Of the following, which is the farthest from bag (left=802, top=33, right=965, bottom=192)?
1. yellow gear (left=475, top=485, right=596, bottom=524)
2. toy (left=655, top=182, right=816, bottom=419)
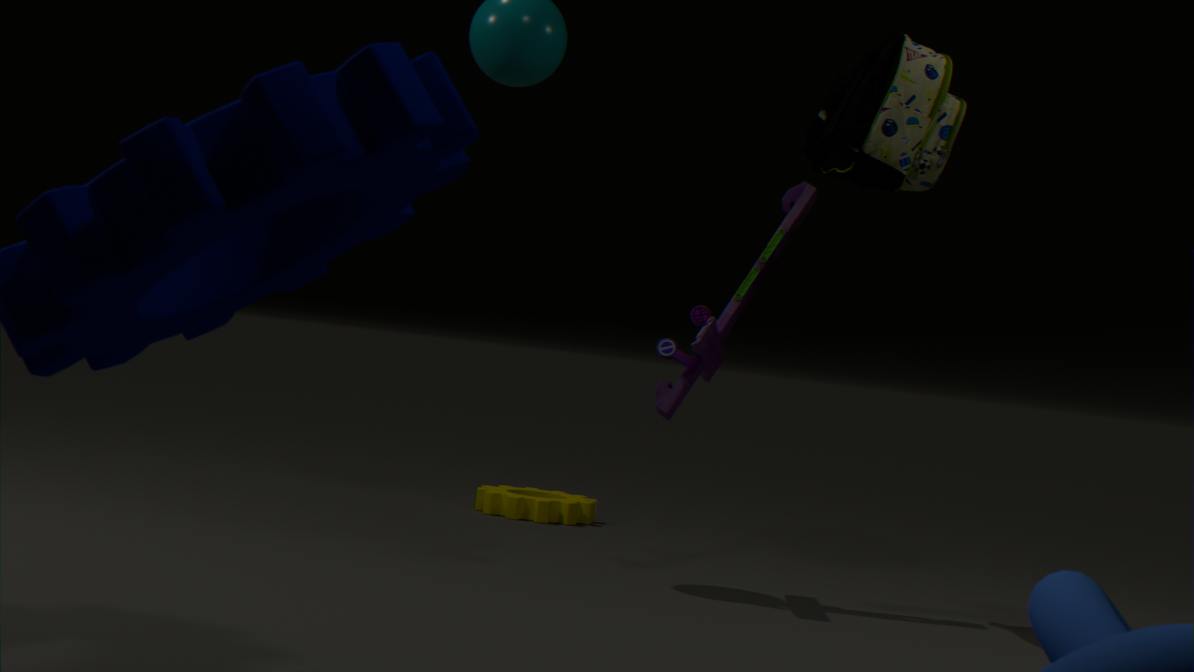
yellow gear (left=475, top=485, right=596, bottom=524)
